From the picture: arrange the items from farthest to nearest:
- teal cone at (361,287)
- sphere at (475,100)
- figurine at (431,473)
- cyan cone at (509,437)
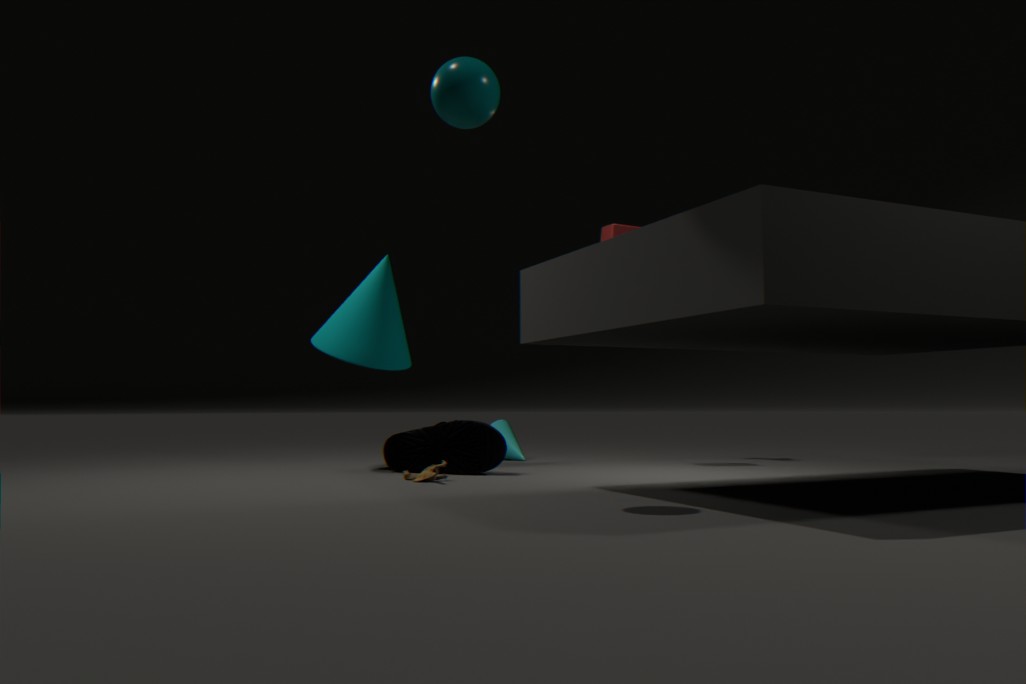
cyan cone at (509,437) < teal cone at (361,287) < figurine at (431,473) < sphere at (475,100)
